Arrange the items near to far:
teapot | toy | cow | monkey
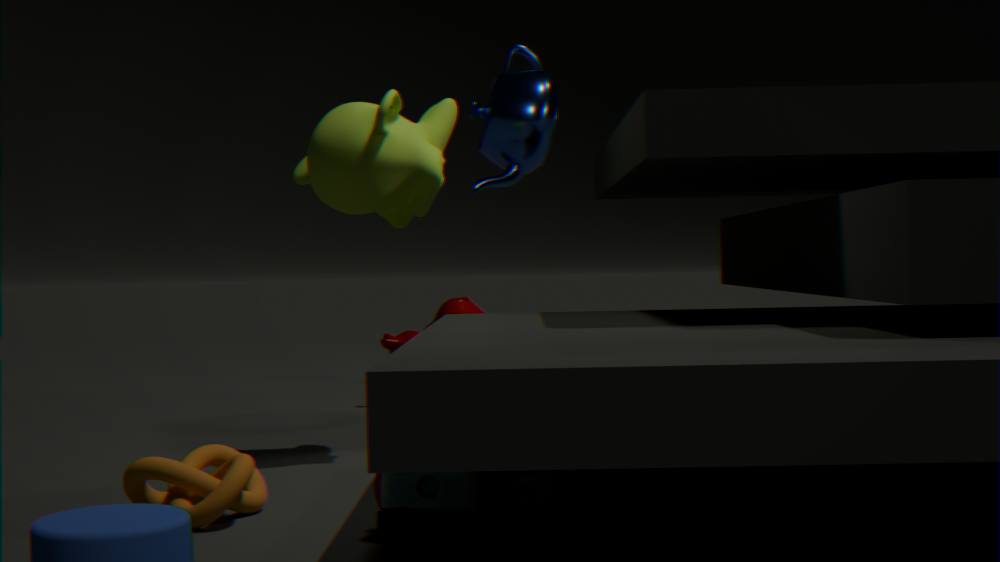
toy
monkey
teapot
cow
